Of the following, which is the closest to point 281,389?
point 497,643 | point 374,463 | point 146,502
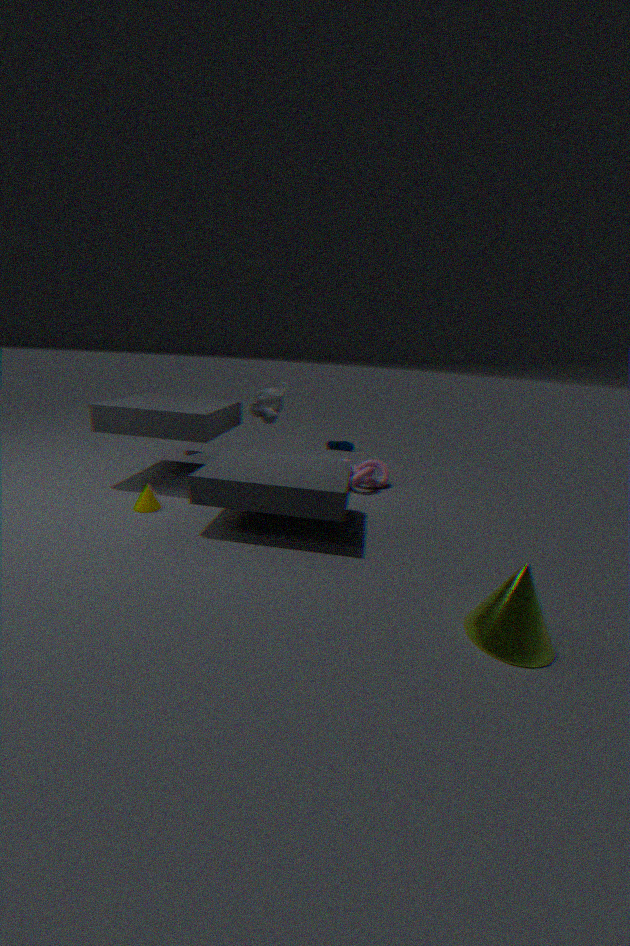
point 374,463
